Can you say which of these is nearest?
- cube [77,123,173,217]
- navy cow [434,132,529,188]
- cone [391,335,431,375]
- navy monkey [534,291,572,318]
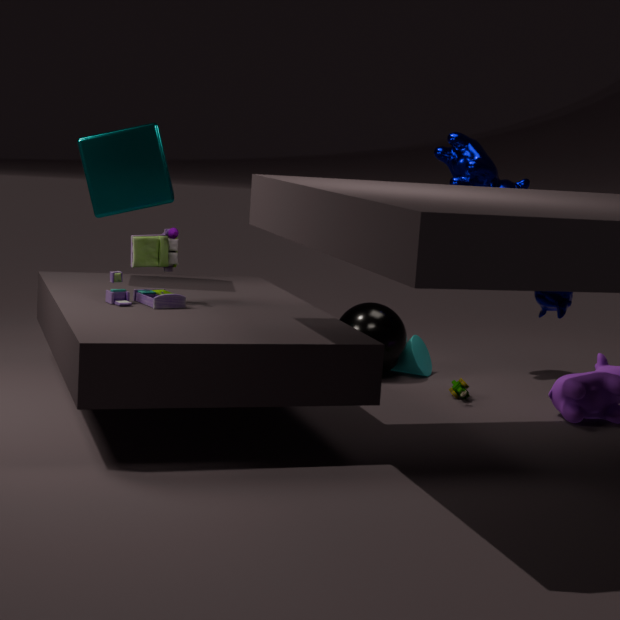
navy monkey [534,291,572,318]
